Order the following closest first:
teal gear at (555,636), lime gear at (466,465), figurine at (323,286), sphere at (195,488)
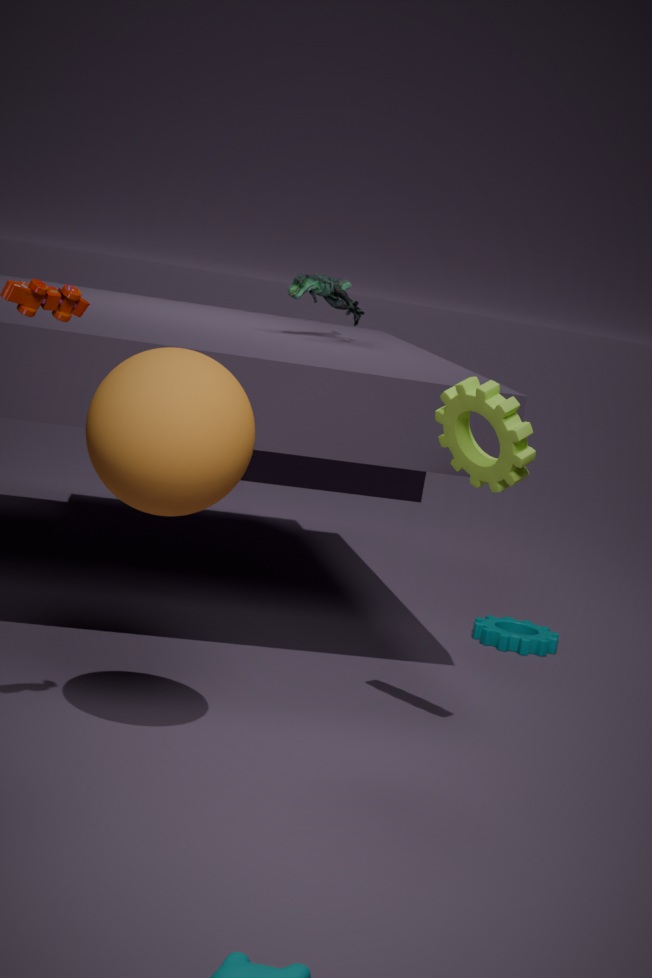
1. sphere at (195,488)
2. lime gear at (466,465)
3. figurine at (323,286)
4. teal gear at (555,636)
